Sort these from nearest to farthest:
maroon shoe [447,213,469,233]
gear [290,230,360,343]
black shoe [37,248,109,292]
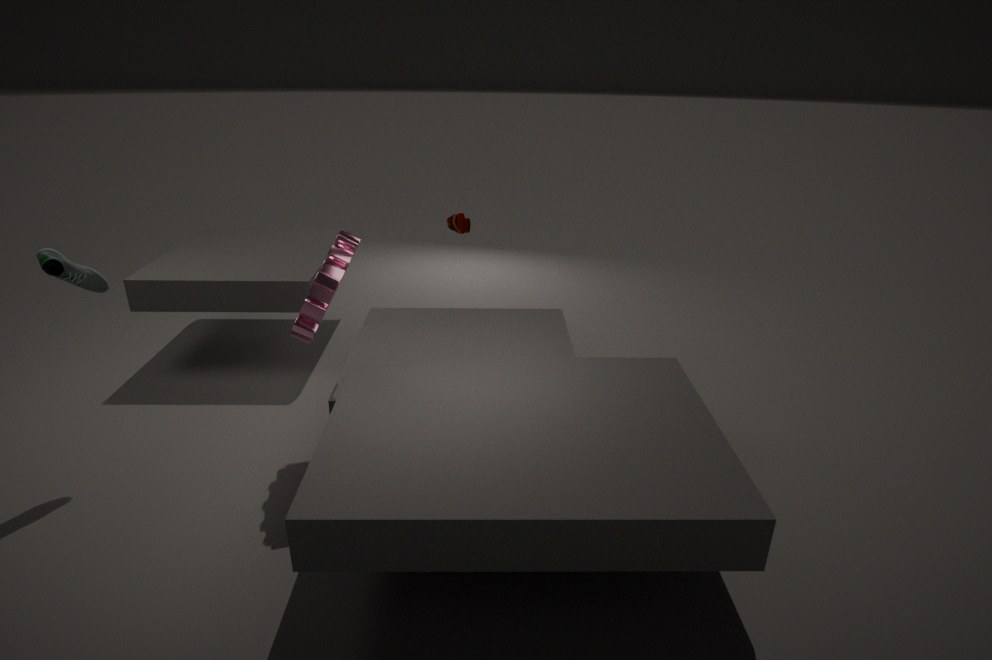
gear [290,230,360,343] < black shoe [37,248,109,292] < maroon shoe [447,213,469,233]
